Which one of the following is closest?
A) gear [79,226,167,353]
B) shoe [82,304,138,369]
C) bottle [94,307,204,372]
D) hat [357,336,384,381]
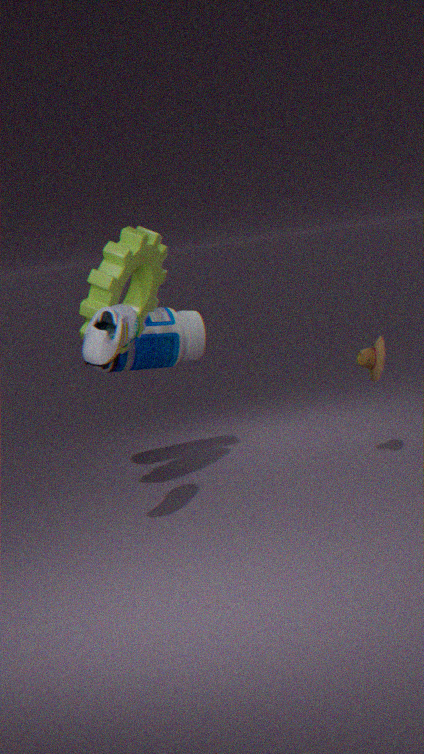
shoe [82,304,138,369]
